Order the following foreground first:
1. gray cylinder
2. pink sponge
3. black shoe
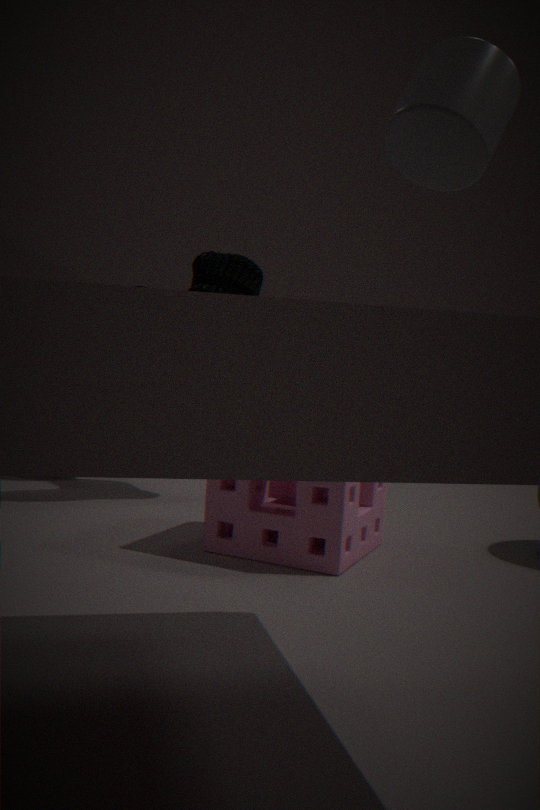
gray cylinder < pink sponge < black shoe
